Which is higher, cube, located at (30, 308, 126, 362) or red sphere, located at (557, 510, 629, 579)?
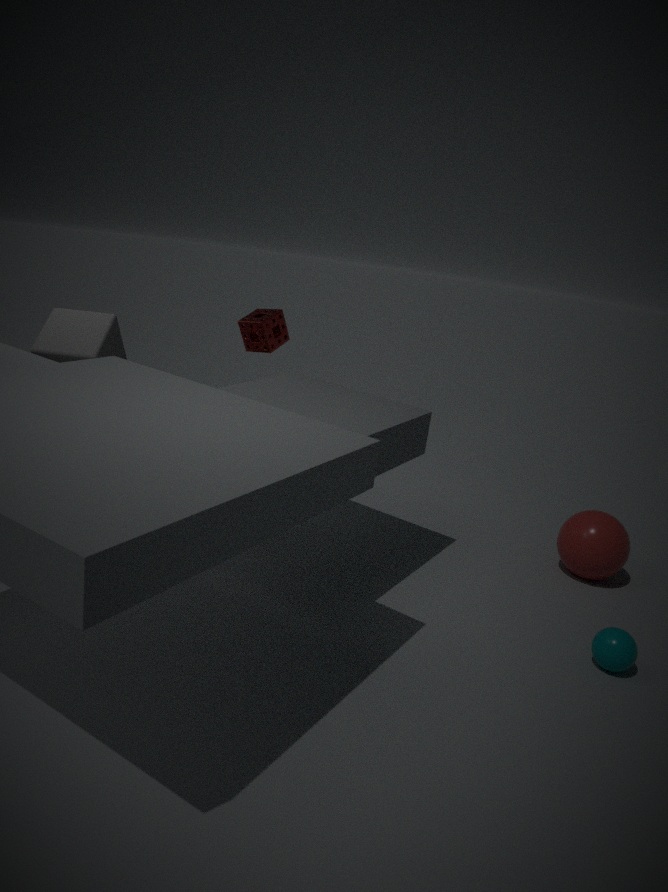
cube, located at (30, 308, 126, 362)
